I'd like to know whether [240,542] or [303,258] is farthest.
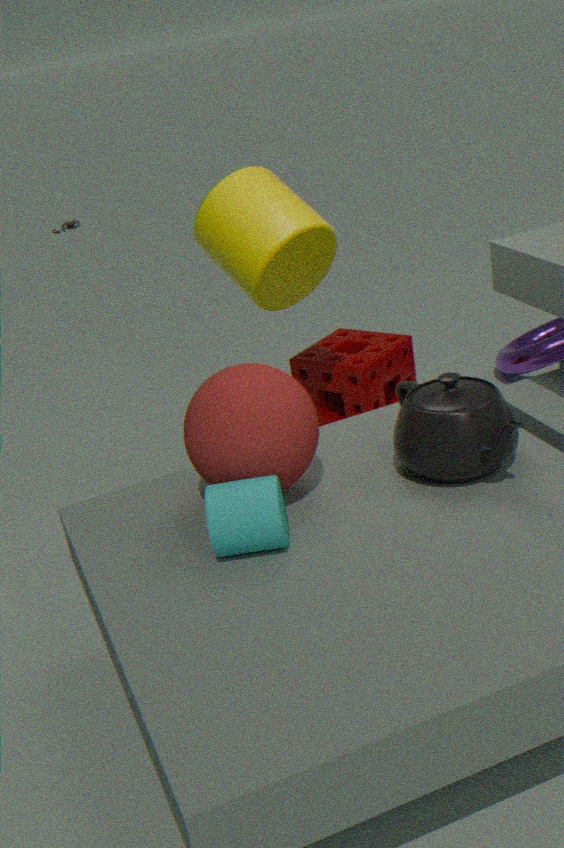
[303,258]
